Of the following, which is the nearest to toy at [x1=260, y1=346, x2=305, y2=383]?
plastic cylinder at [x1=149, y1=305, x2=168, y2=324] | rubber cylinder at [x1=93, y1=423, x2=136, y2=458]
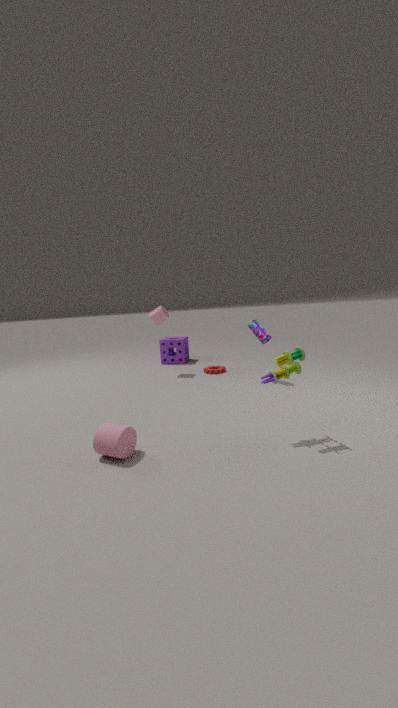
rubber cylinder at [x1=93, y1=423, x2=136, y2=458]
